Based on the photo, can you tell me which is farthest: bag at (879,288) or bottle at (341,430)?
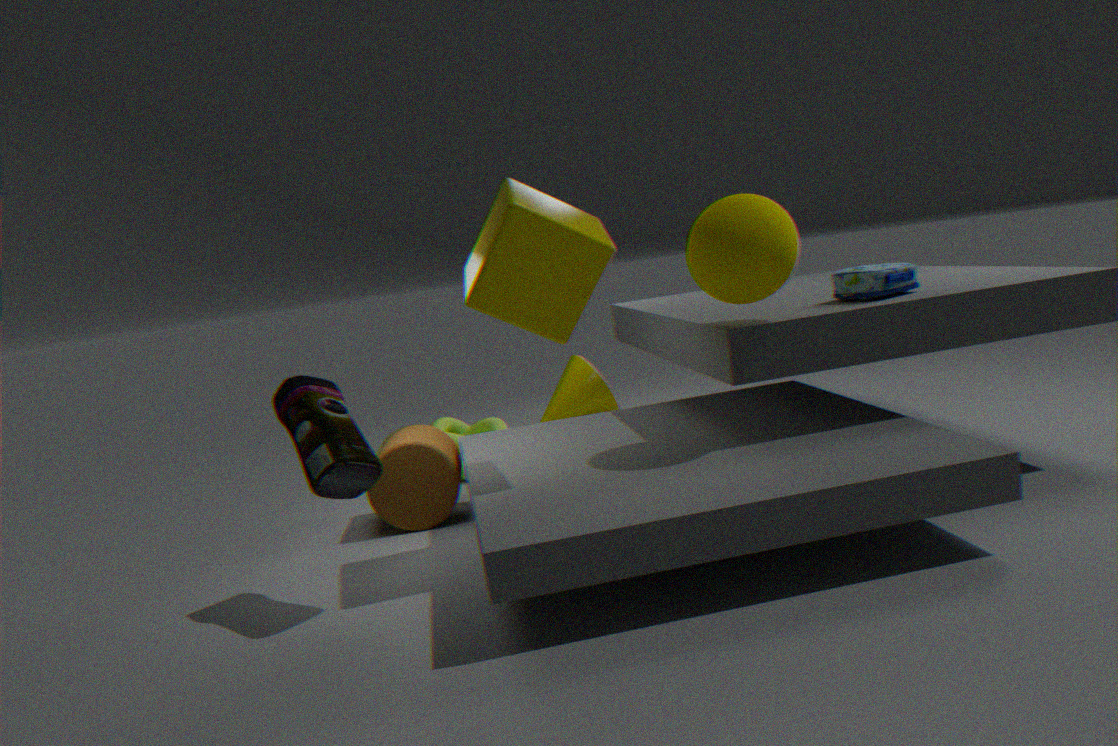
bag at (879,288)
